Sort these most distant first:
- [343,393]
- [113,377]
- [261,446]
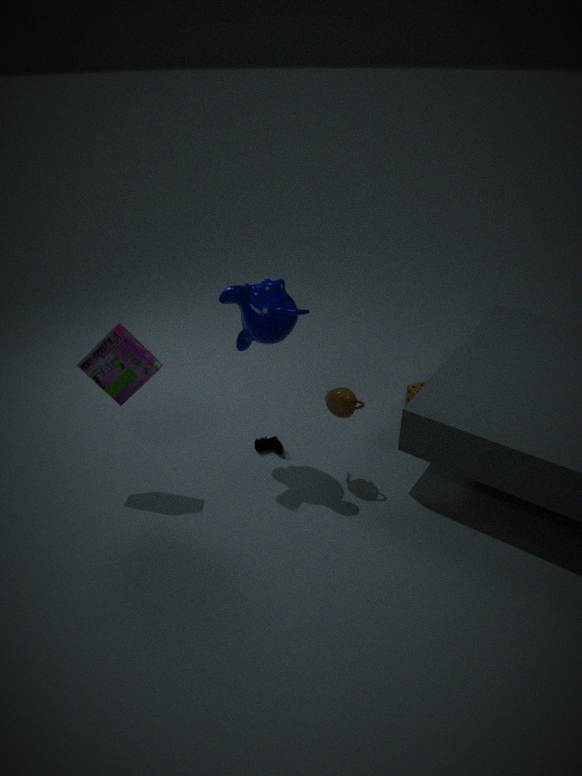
[261,446], [343,393], [113,377]
